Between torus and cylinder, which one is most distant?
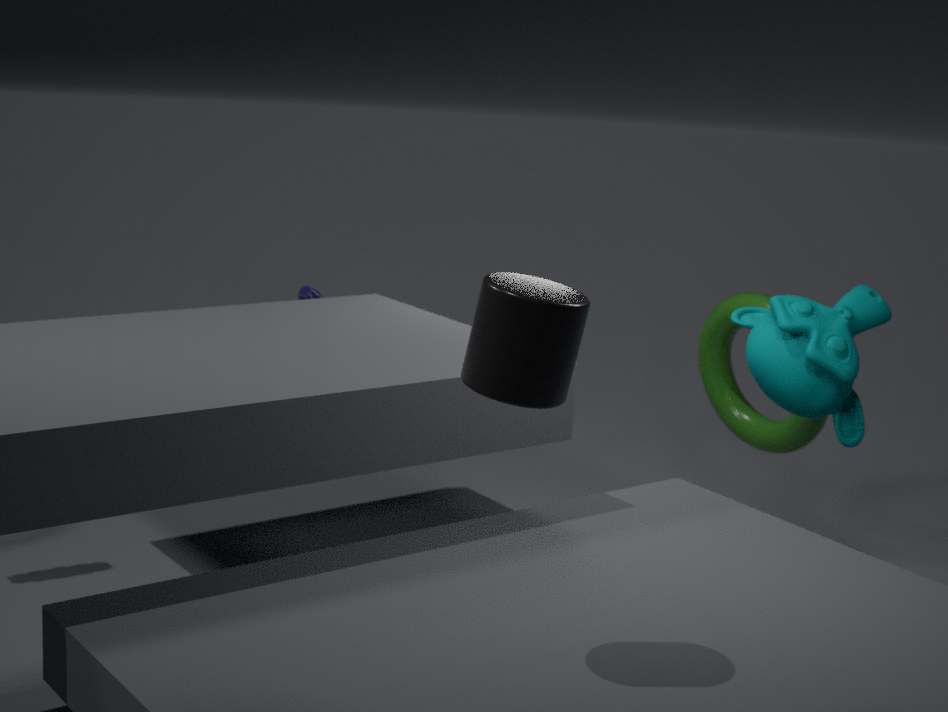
torus
